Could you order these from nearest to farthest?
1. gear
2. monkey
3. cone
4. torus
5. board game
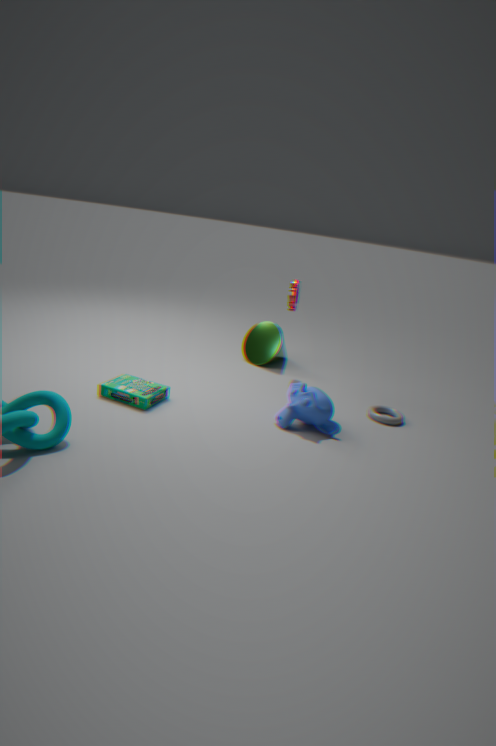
monkey < board game < torus < gear < cone
